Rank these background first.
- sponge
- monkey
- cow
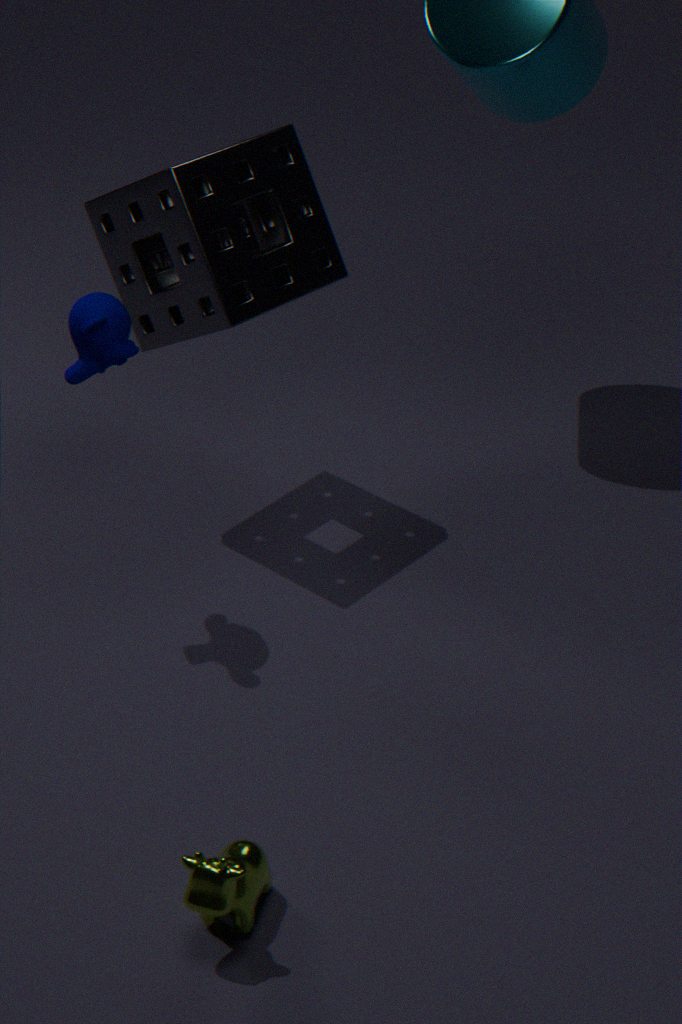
sponge → monkey → cow
